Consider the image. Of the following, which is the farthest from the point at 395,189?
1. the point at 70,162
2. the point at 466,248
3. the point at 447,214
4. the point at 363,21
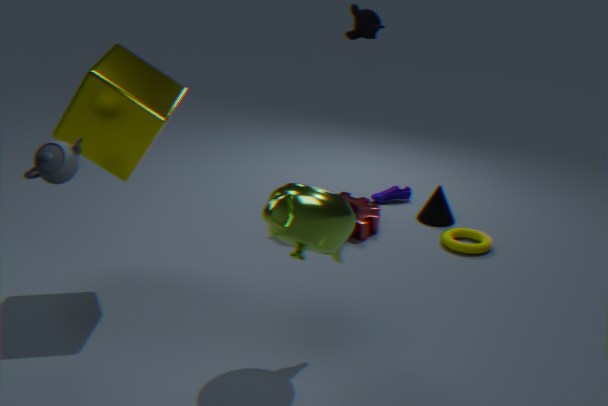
the point at 70,162
